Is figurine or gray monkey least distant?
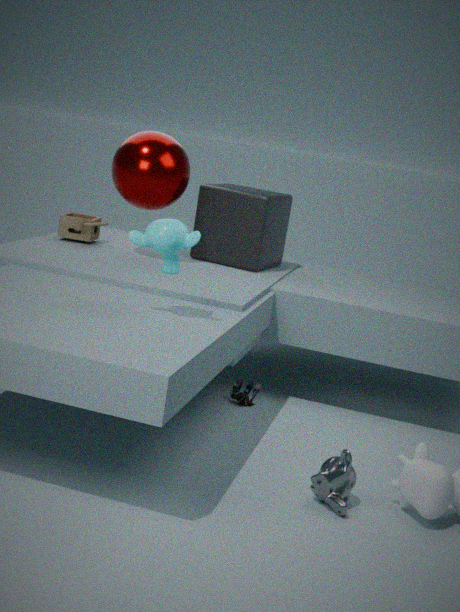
gray monkey
